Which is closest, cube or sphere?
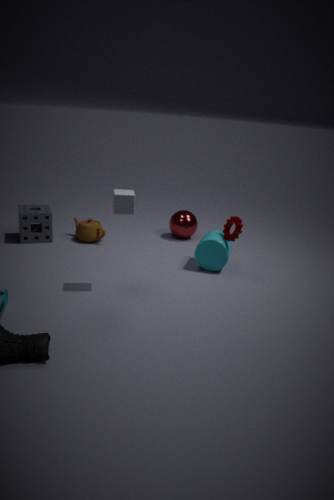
cube
